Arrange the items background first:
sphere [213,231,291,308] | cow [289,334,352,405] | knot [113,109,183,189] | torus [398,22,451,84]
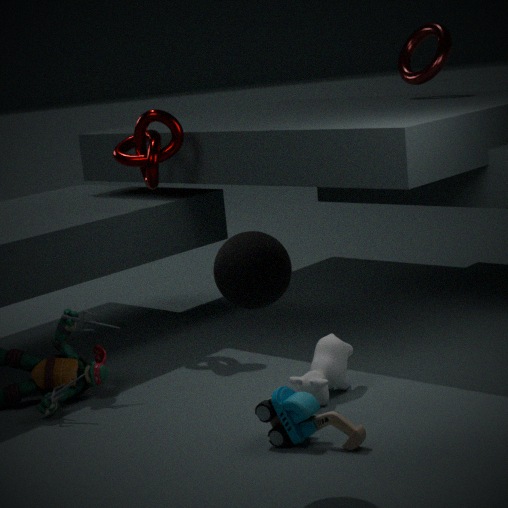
torus [398,22,451,84], knot [113,109,183,189], cow [289,334,352,405], sphere [213,231,291,308]
